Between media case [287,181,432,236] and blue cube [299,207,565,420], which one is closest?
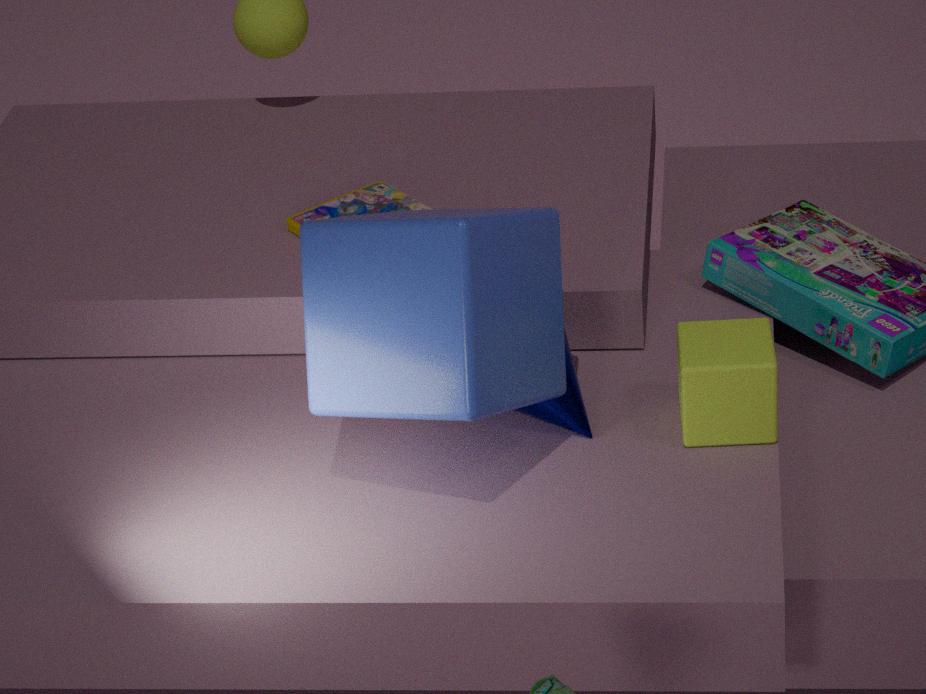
blue cube [299,207,565,420]
